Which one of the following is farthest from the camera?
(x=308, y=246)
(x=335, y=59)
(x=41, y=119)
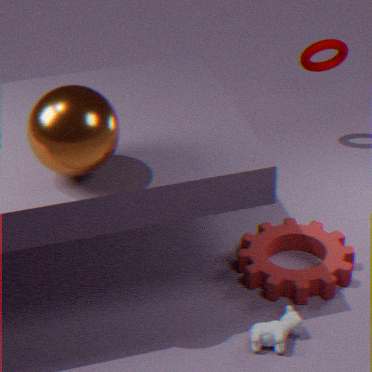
(x=335, y=59)
